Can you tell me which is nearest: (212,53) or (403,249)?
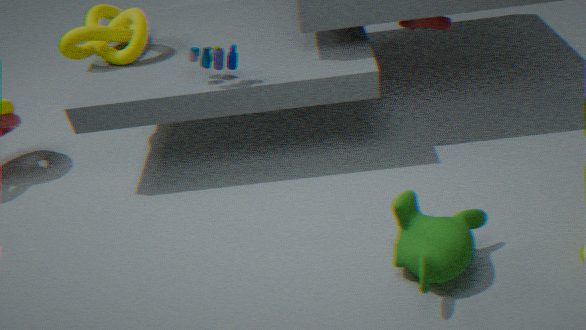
(403,249)
